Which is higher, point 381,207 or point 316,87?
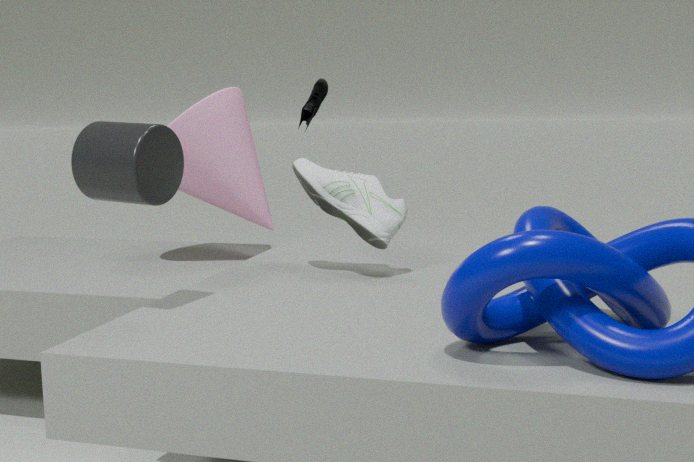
point 316,87
